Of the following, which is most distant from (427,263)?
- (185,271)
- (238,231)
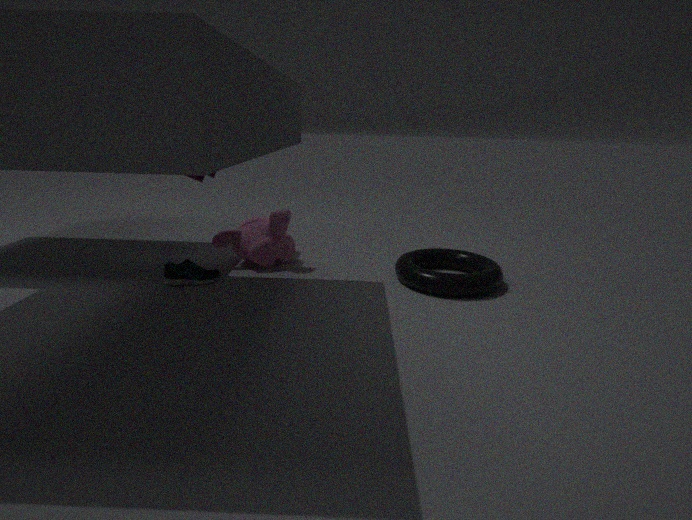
(185,271)
